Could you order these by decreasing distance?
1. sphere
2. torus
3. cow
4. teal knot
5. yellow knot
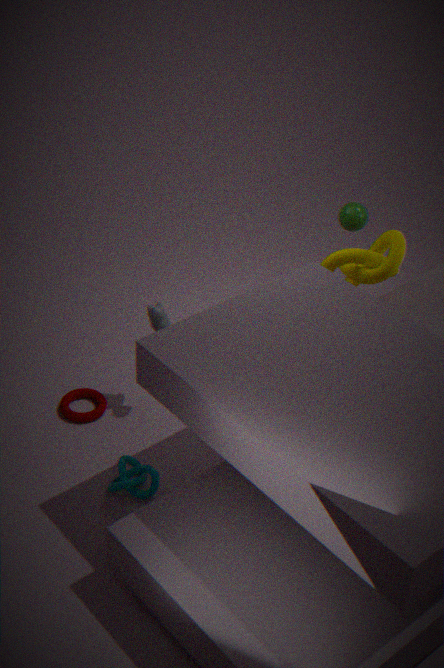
sphere < torus < cow < yellow knot < teal knot
